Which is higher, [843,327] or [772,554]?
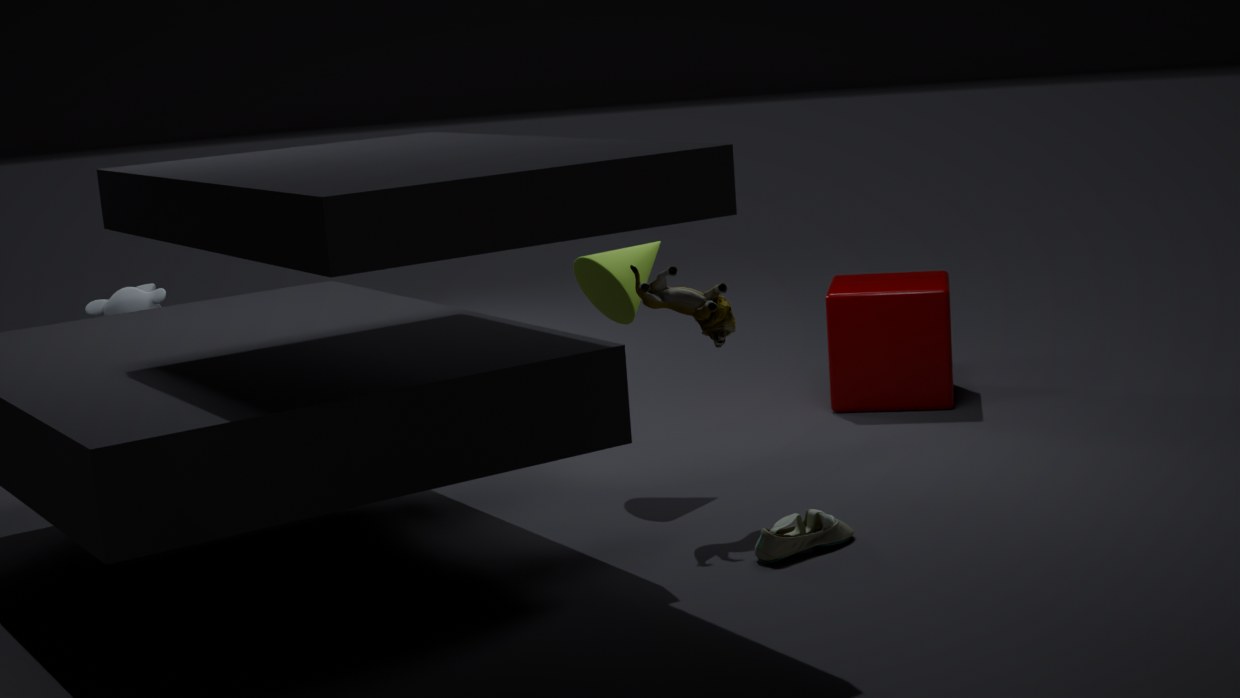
[843,327]
